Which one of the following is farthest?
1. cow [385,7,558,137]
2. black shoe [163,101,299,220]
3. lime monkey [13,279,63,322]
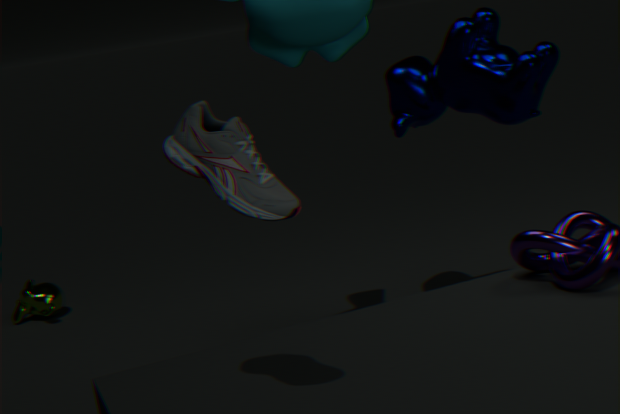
lime monkey [13,279,63,322]
